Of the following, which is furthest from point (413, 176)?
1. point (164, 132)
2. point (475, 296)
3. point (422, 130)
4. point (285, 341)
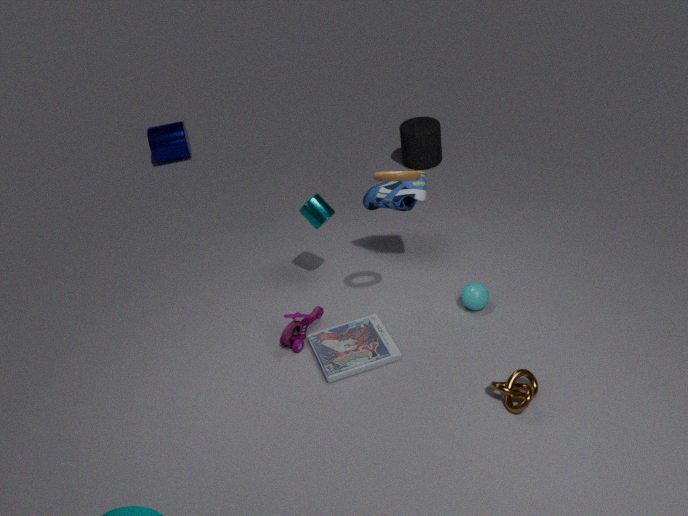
point (164, 132)
